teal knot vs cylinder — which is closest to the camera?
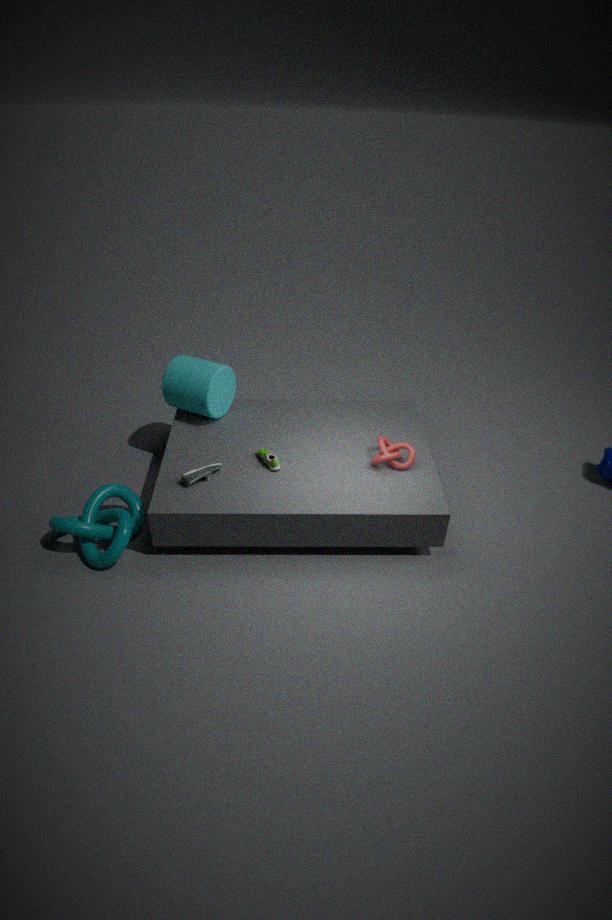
teal knot
